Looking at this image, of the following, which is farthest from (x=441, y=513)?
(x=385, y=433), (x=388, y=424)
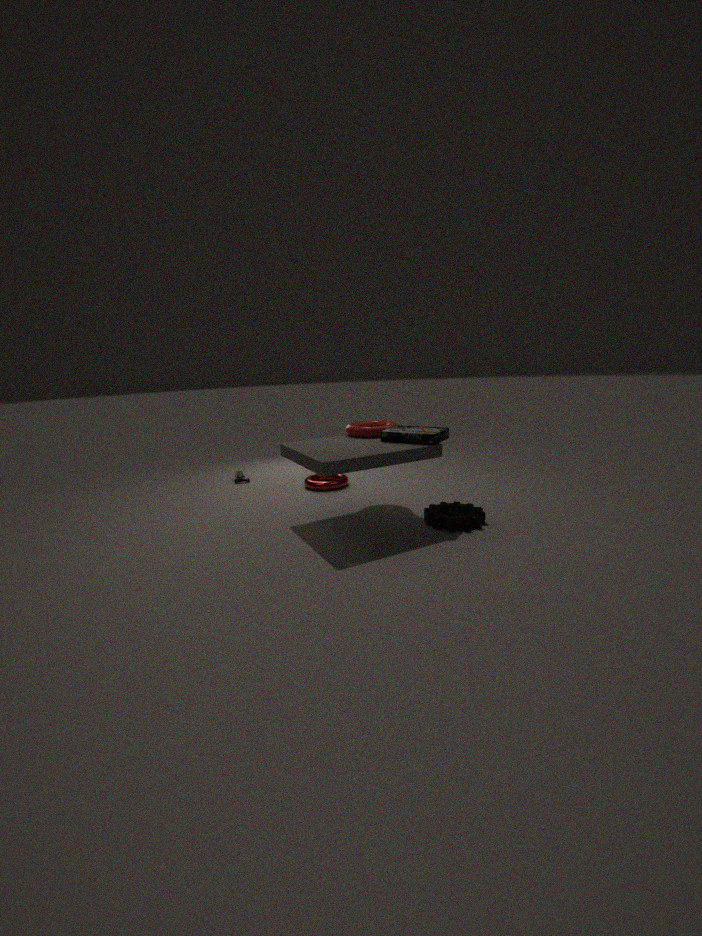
(x=388, y=424)
